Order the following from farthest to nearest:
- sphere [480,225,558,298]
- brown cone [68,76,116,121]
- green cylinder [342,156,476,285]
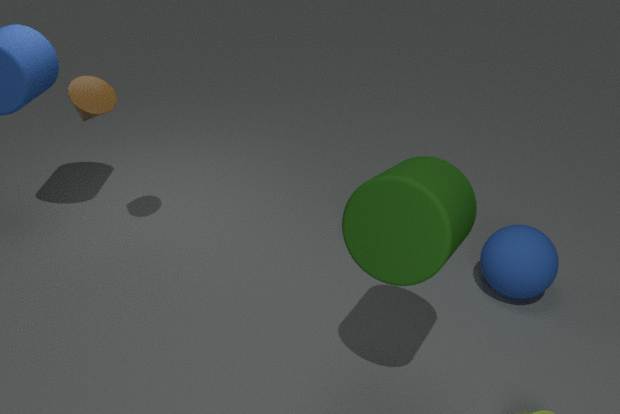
1. sphere [480,225,558,298]
2. brown cone [68,76,116,121]
3. green cylinder [342,156,476,285]
